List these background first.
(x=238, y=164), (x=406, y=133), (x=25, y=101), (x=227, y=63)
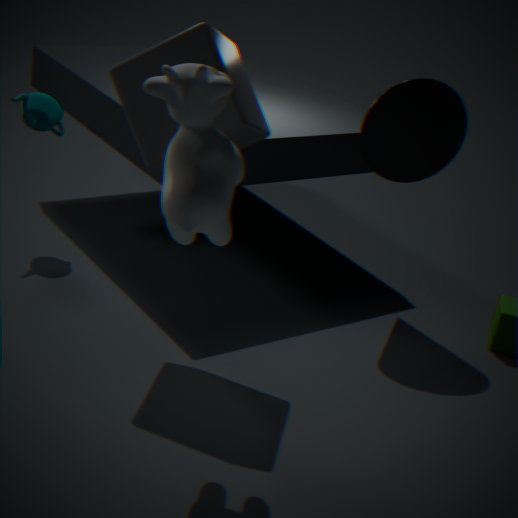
(x=25, y=101) → (x=406, y=133) → (x=227, y=63) → (x=238, y=164)
